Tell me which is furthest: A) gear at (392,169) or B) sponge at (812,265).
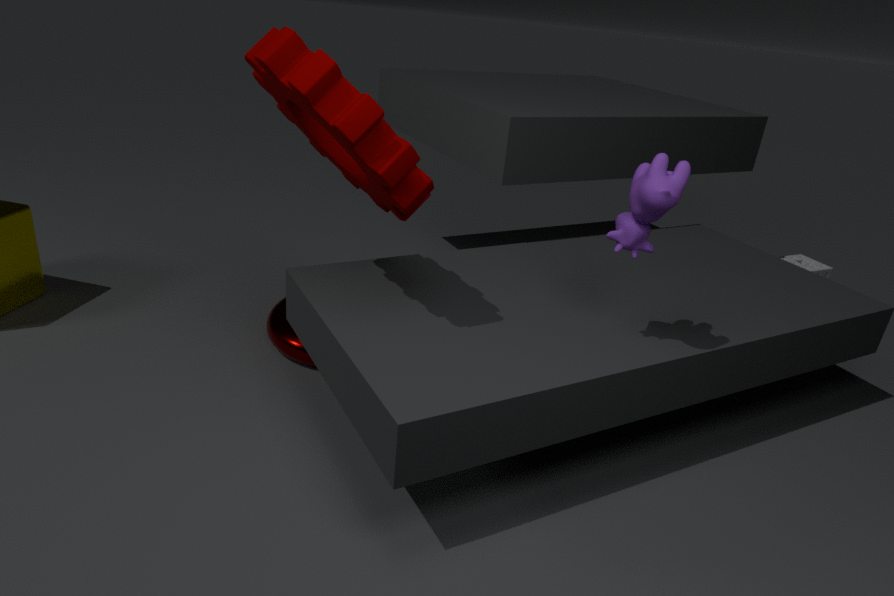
B. sponge at (812,265)
